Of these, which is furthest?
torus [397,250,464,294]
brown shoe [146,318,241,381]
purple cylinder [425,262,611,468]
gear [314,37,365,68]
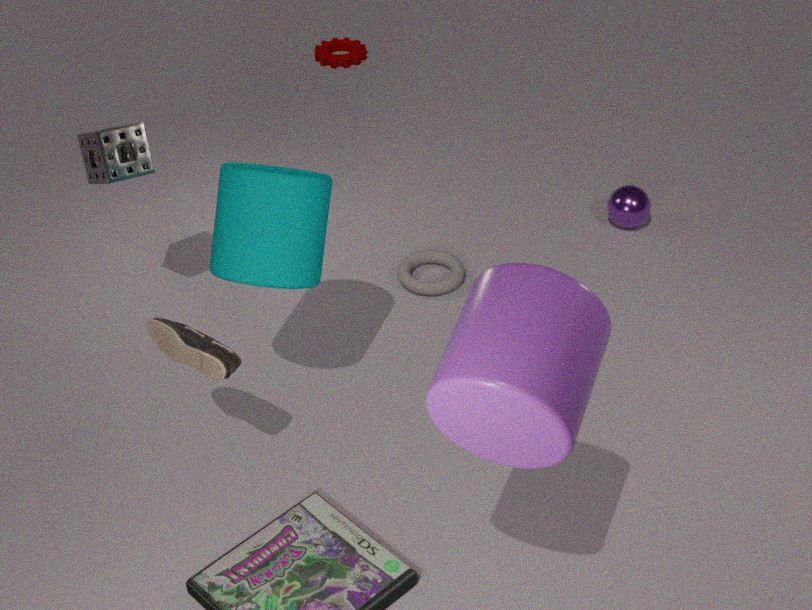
gear [314,37,365,68]
